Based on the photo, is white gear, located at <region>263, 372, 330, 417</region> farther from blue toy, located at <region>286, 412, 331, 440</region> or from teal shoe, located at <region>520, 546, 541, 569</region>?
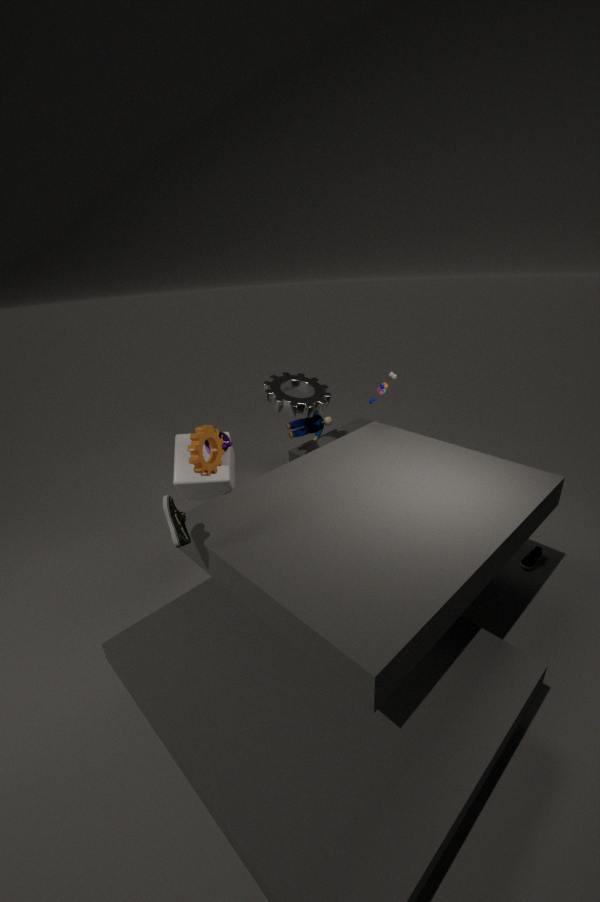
teal shoe, located at <region>520, 546, 541, 569</region>
